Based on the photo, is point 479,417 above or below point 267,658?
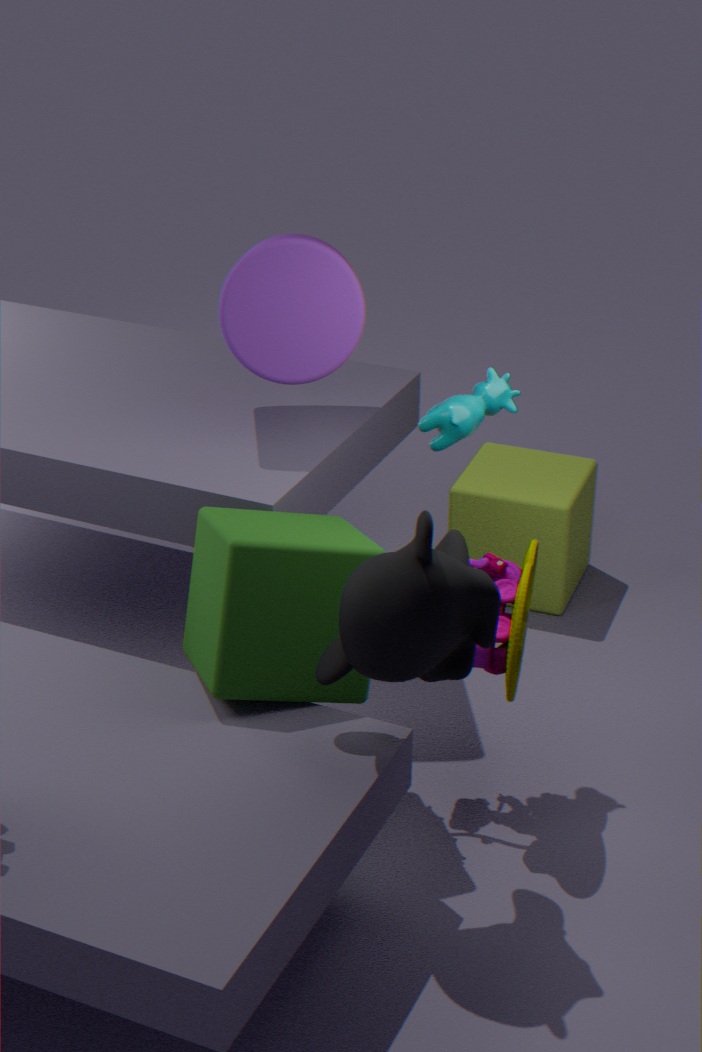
above
